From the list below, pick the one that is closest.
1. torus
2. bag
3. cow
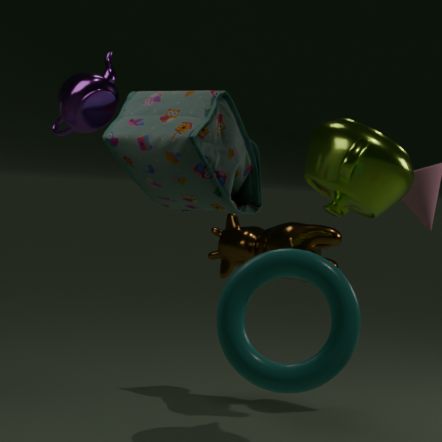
torus
